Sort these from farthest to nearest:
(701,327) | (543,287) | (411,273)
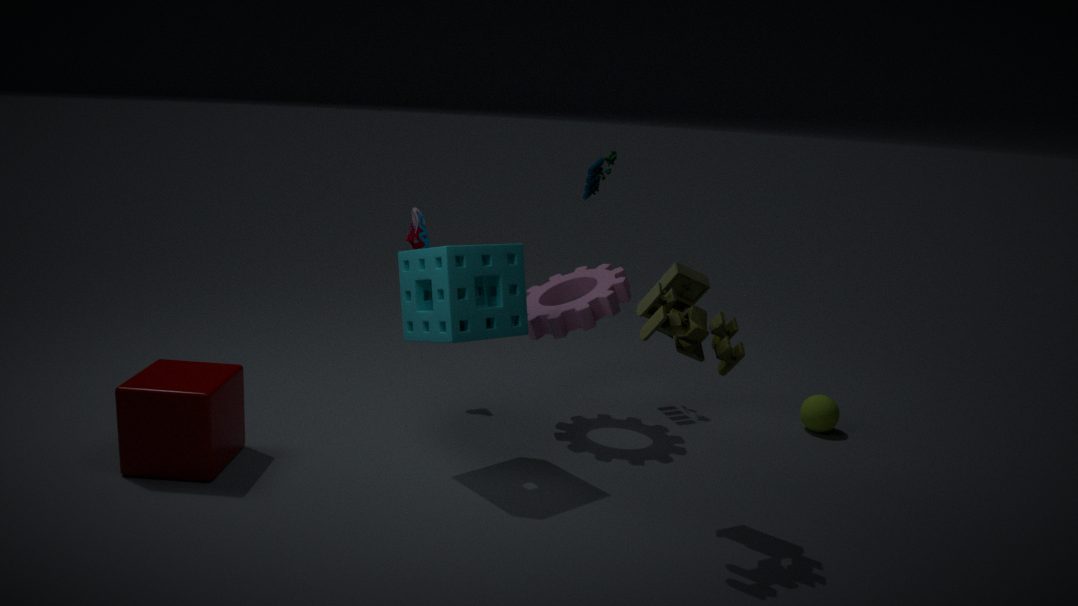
(543,287), (411,273), (701,327)
